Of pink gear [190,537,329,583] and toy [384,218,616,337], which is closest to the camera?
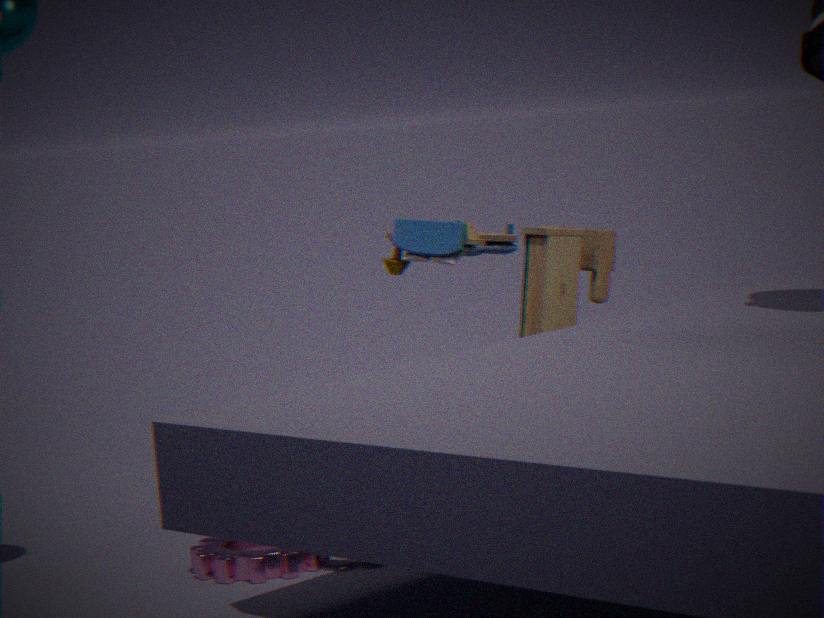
pink gear [190,537,329,583]
